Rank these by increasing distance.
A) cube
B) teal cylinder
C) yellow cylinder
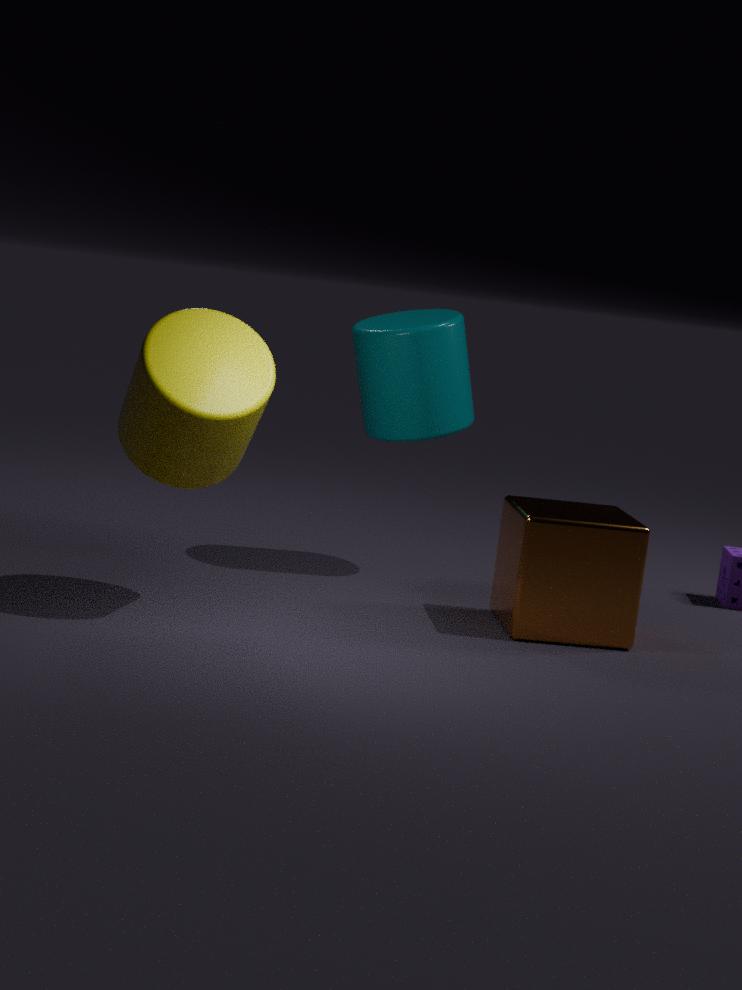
yellow cylinder < cube < teal cylinder
